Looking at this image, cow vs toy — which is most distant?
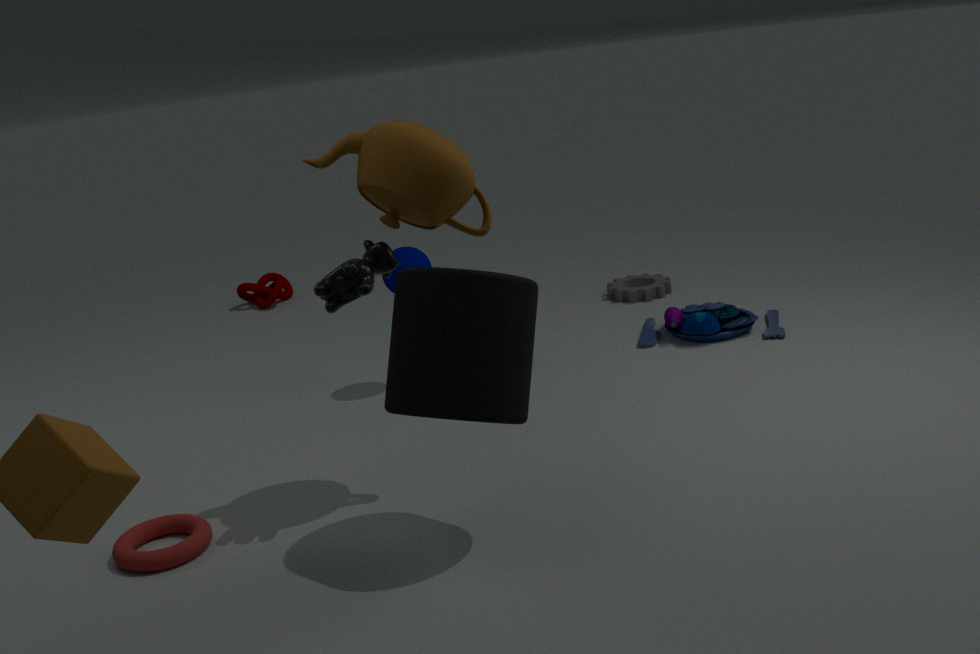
toy
